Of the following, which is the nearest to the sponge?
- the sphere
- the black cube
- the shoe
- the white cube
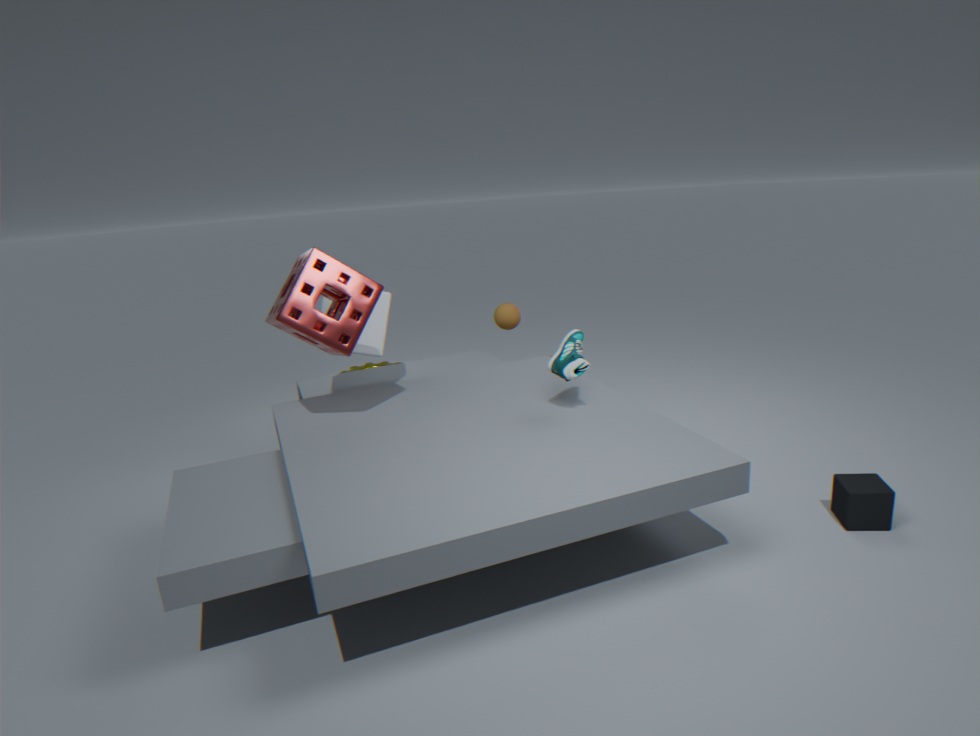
the white cube
